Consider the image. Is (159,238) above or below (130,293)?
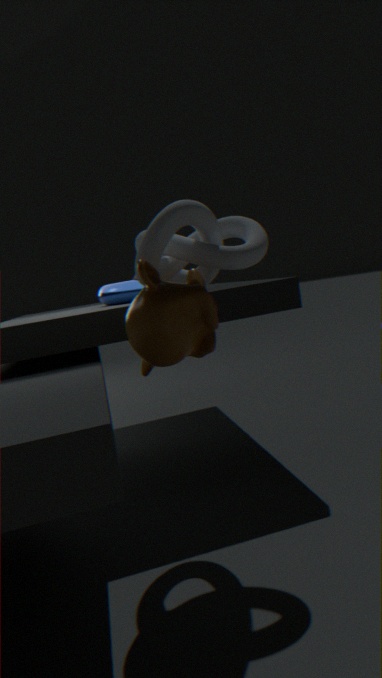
above
